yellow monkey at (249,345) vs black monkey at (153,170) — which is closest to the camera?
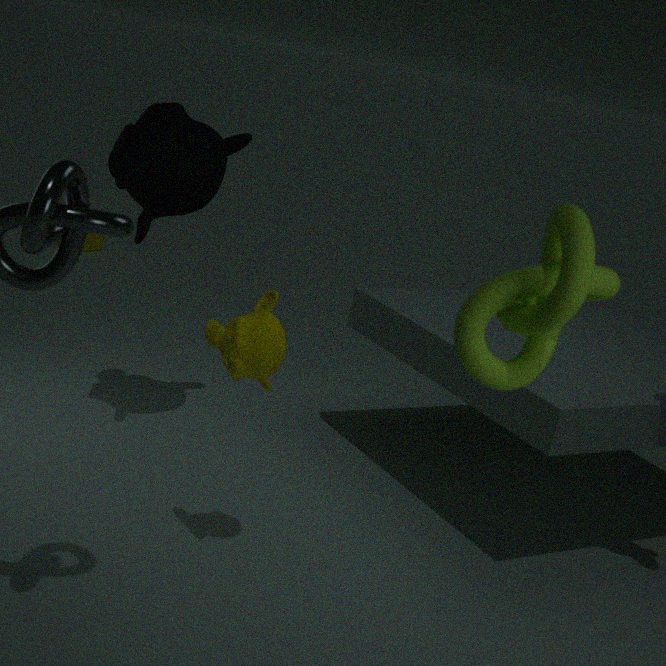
yellow monkey at (249,345)
